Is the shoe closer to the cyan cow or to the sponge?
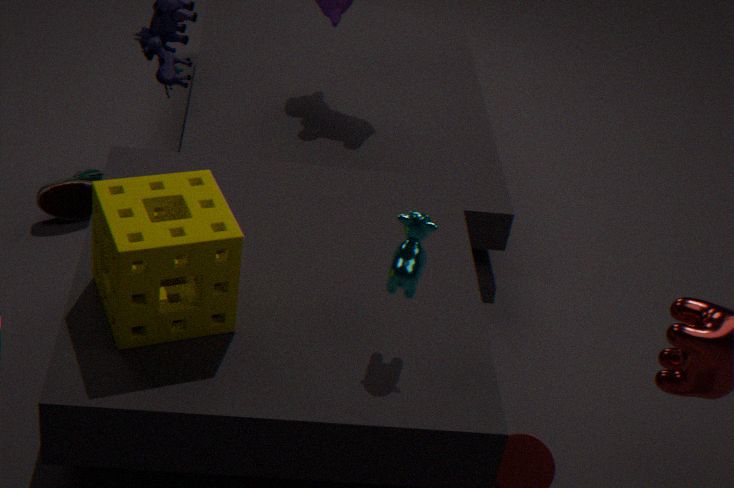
the sponge
